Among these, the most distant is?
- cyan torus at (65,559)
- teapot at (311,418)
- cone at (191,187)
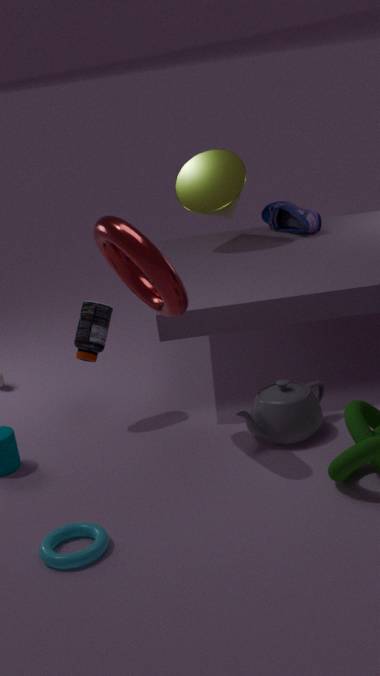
cone at (191,187)
